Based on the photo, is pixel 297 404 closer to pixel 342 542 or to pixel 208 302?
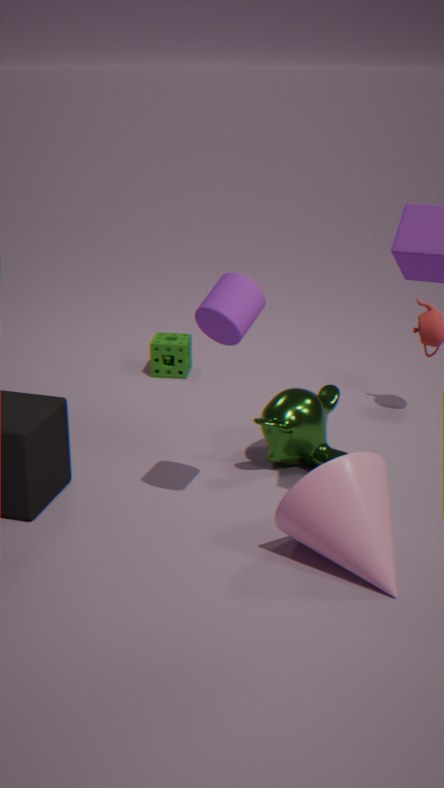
pixel 342 542
